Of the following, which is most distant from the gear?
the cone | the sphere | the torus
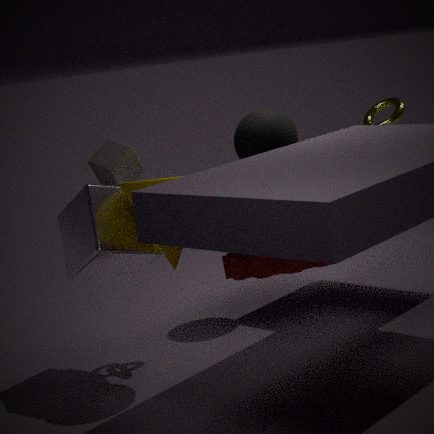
the torus
